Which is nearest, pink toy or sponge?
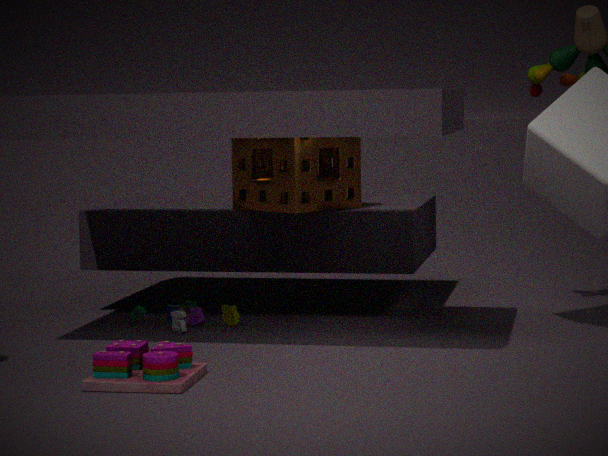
pink toy
